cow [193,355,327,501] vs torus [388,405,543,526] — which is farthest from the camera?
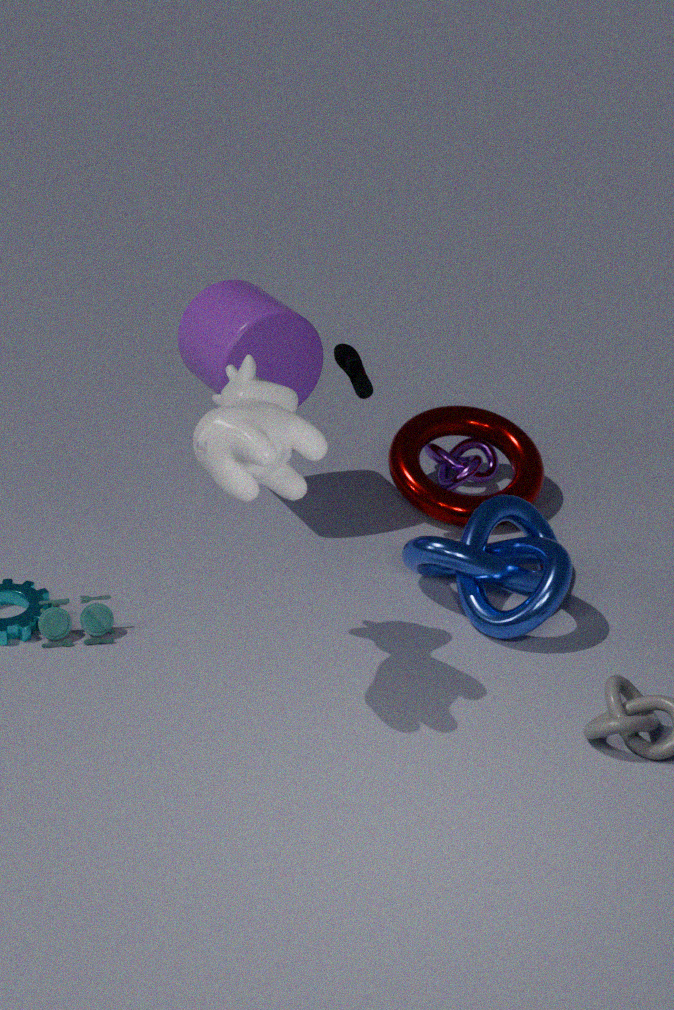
torus [388,405,543,526]
